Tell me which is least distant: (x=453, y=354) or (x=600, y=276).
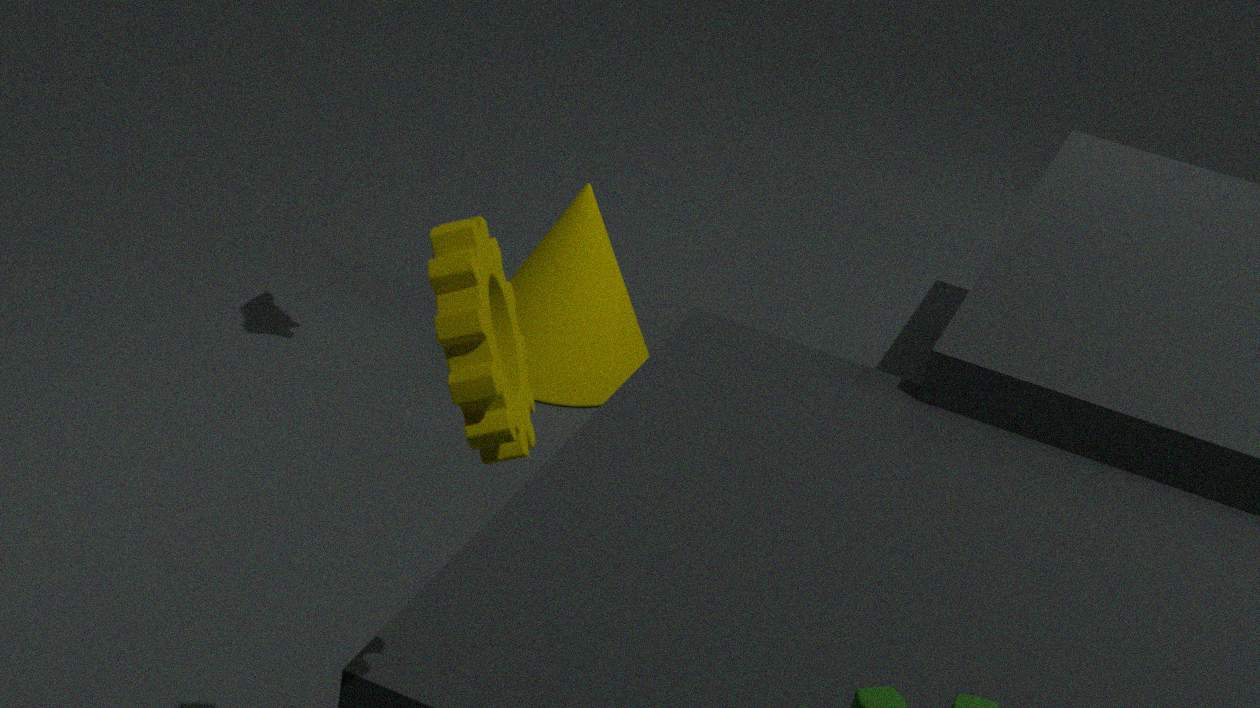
(x=453, y=354)
